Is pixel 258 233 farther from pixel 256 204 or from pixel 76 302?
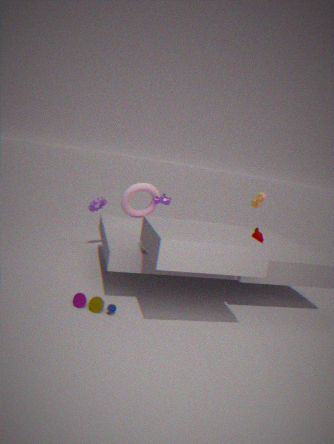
pixel 76 302
